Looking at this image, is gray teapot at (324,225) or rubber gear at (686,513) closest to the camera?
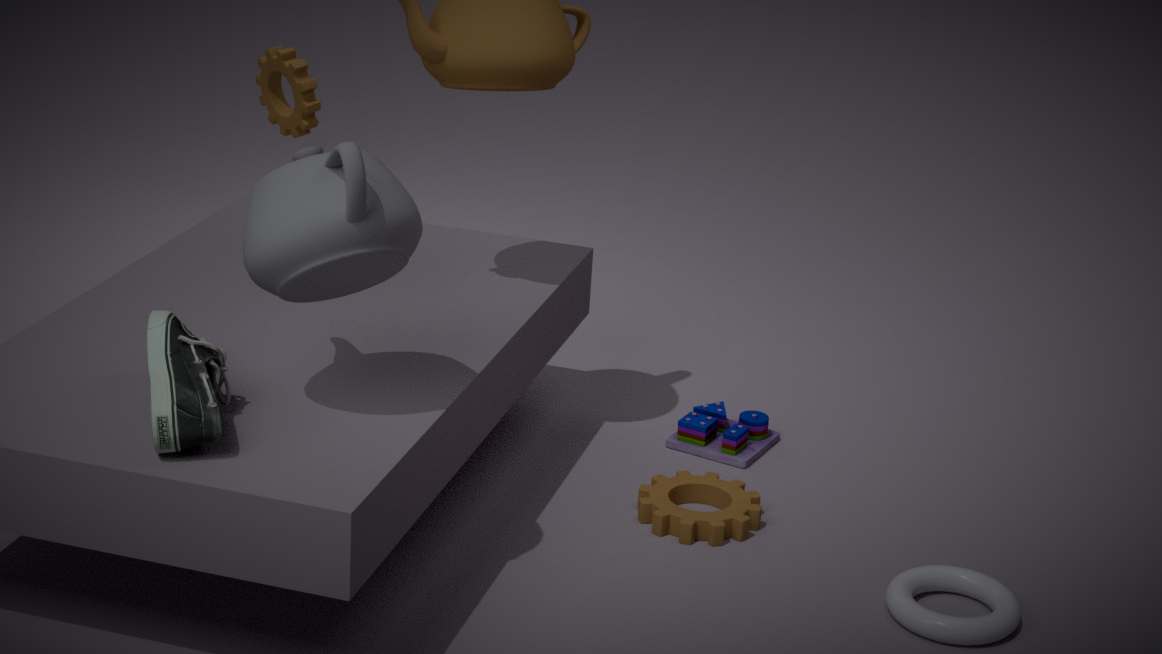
gray teapot at (324,225)
